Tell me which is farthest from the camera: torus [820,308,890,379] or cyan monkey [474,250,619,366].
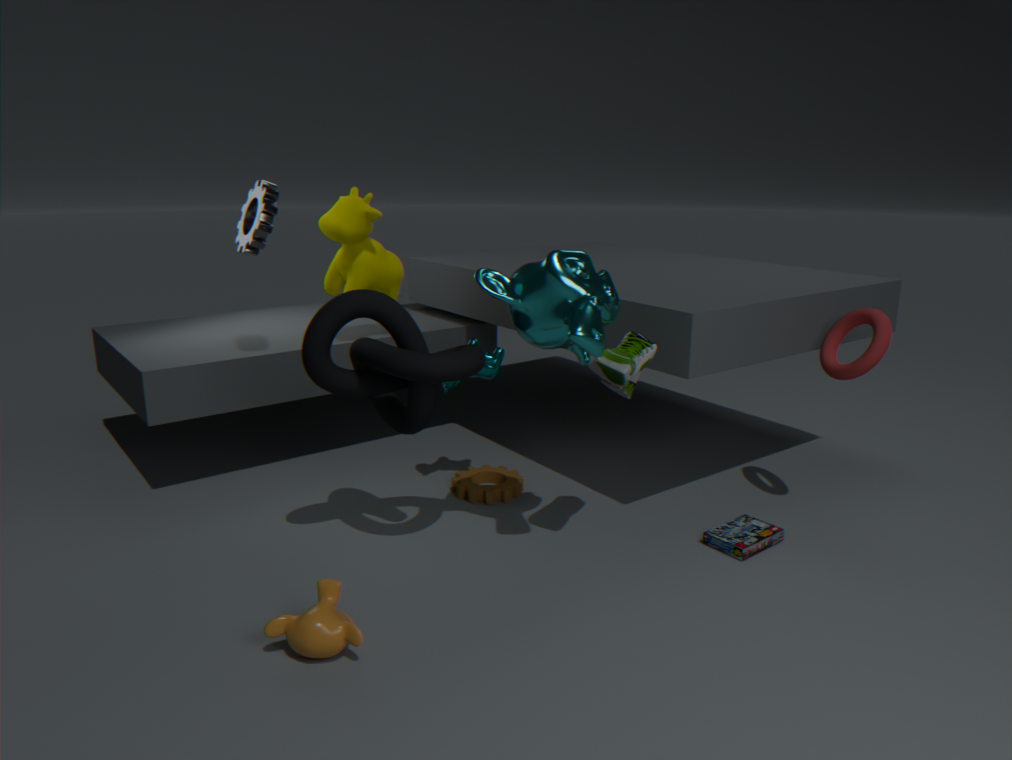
torus [820,308,890,379]
